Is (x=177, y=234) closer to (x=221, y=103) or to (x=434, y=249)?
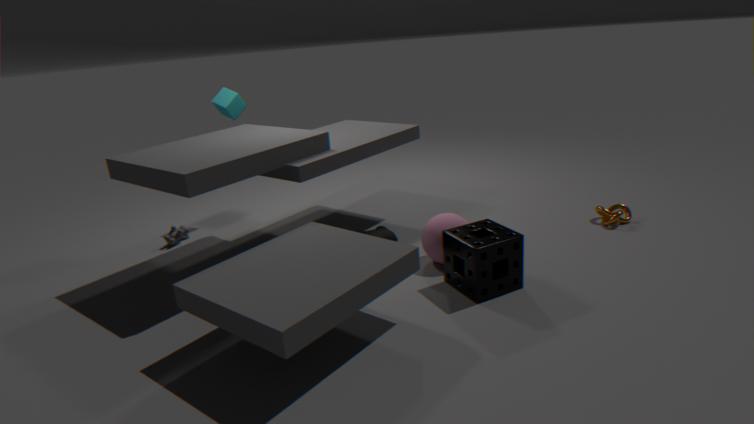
(x=221, y=103)
